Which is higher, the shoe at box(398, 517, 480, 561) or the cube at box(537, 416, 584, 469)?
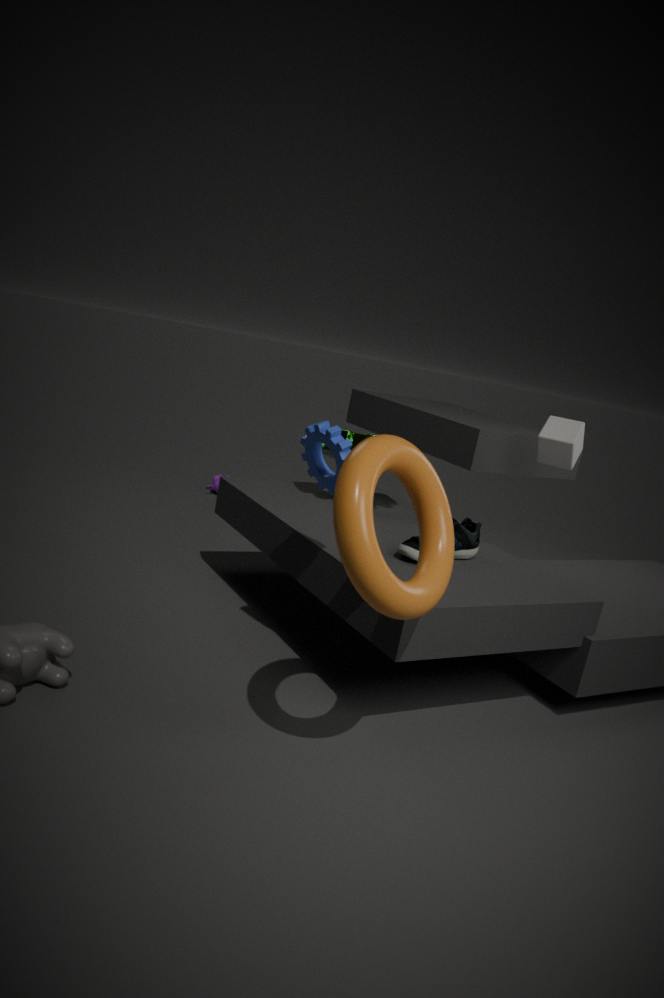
the cube at box(537, 416, 584, 469)
